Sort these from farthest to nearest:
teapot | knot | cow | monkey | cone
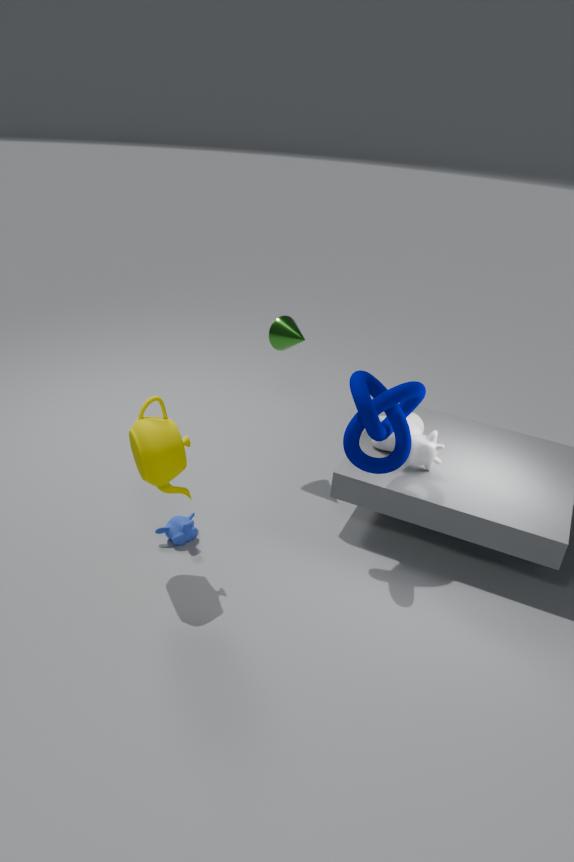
1. cone
2. cow
3. monkey
4. knot
5. teapot
